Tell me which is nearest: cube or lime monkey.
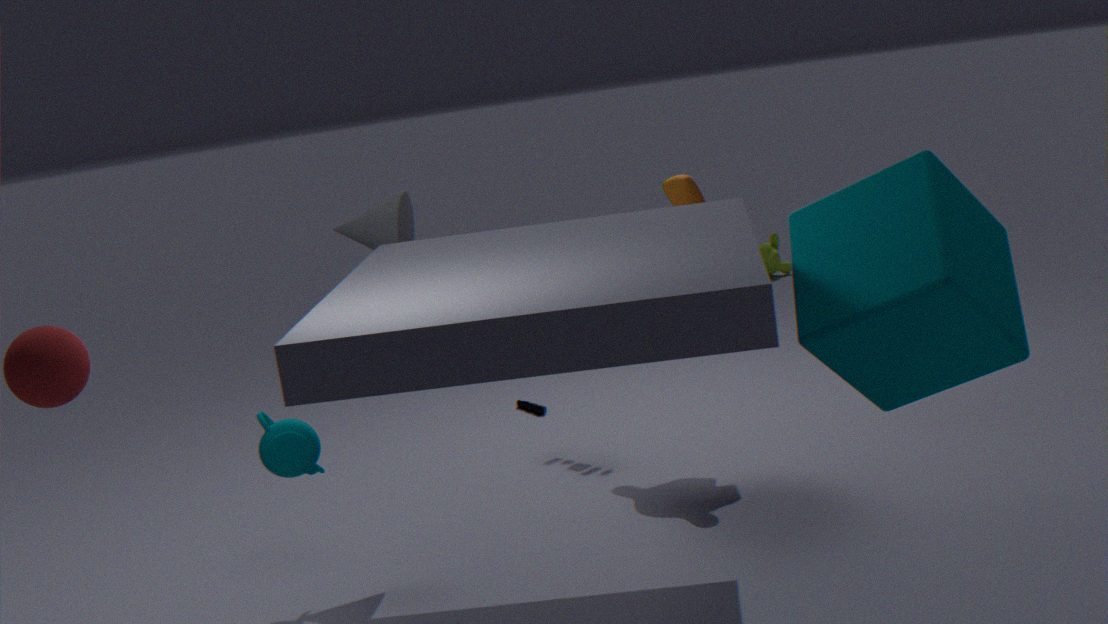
cube
